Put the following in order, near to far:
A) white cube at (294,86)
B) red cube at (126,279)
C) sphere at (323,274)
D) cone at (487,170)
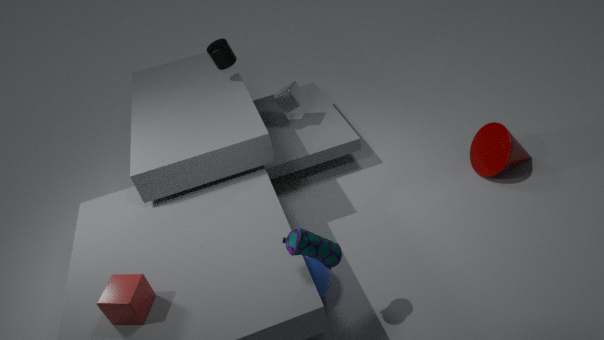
red cube at (126,279) < sphere at (323,274) < cone at (487,170) < white cube at (294,86)
